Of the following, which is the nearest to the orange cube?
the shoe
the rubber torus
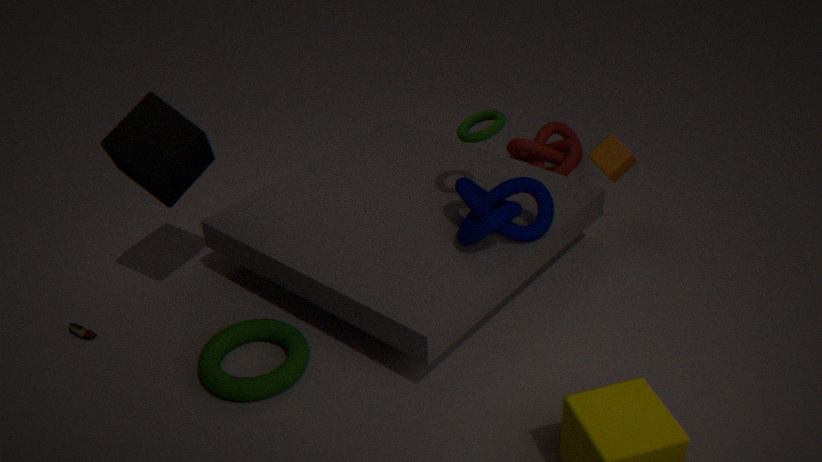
the rubber torus
